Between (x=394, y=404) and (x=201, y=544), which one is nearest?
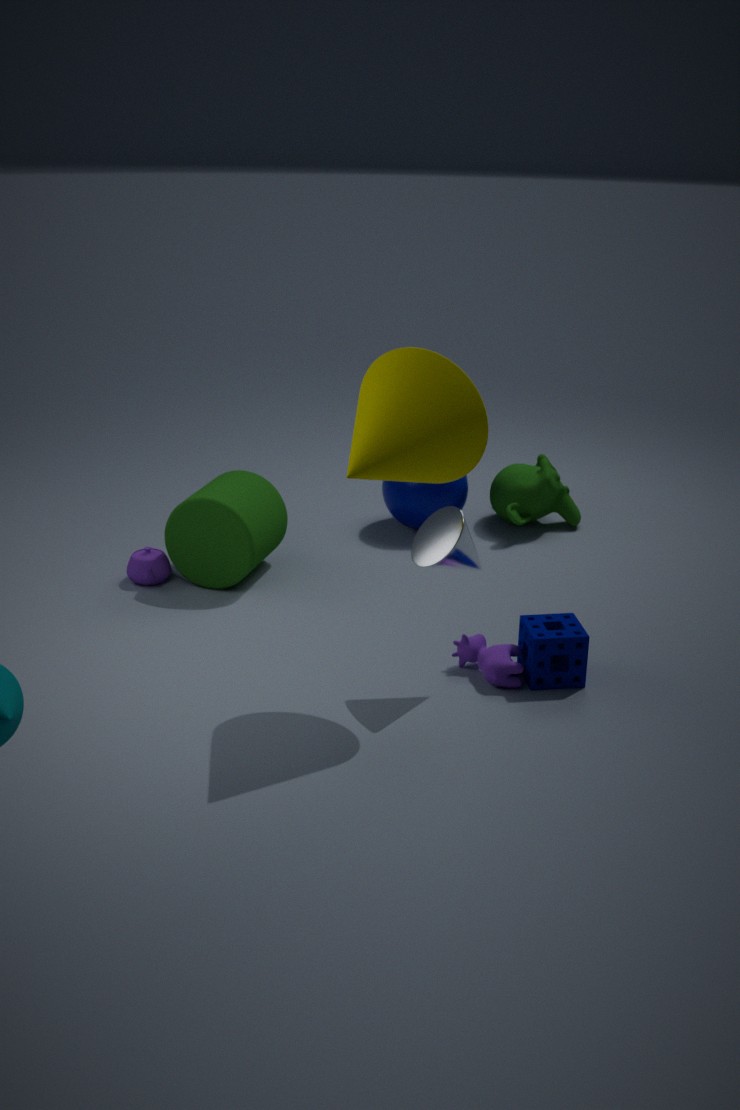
(x=394, y=404)
